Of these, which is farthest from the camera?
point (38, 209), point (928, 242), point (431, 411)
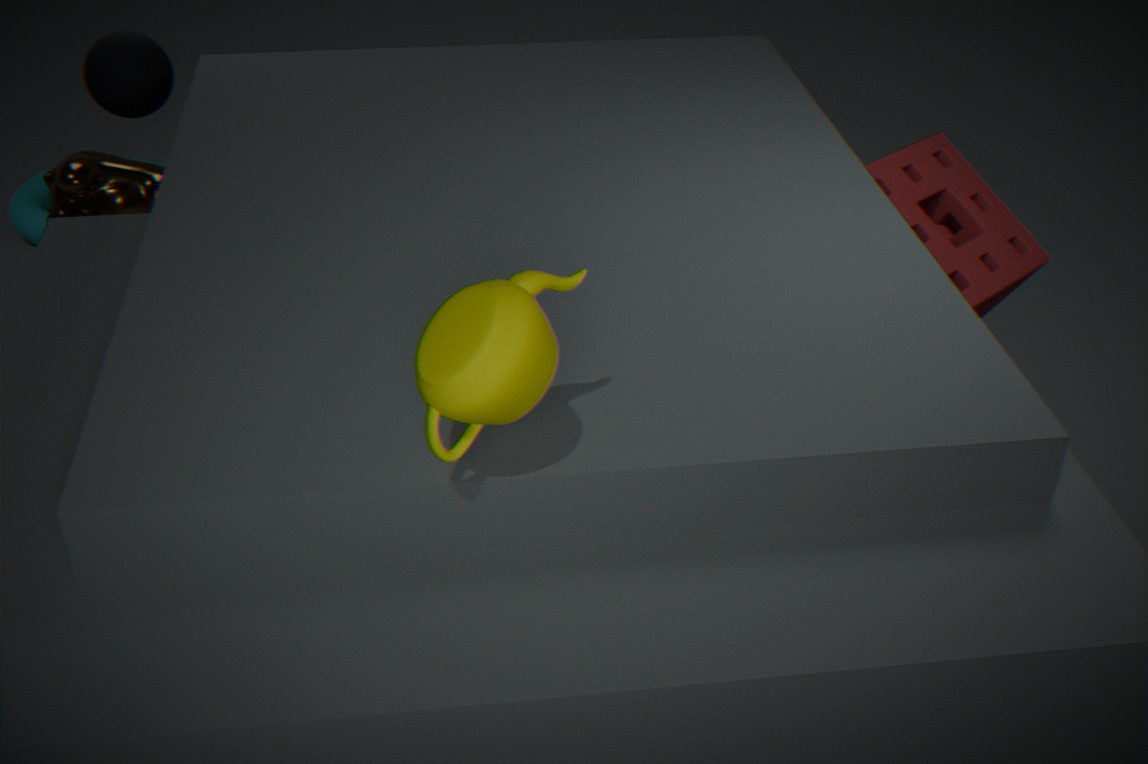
point (38, 209)
